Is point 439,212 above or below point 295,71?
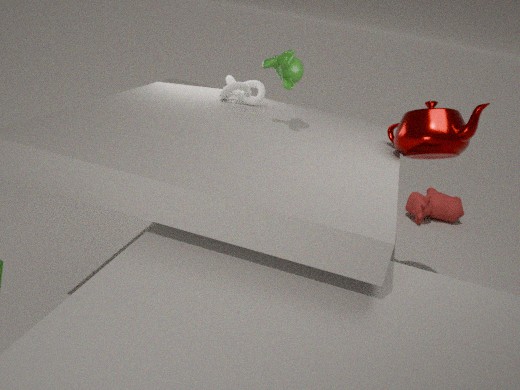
below
